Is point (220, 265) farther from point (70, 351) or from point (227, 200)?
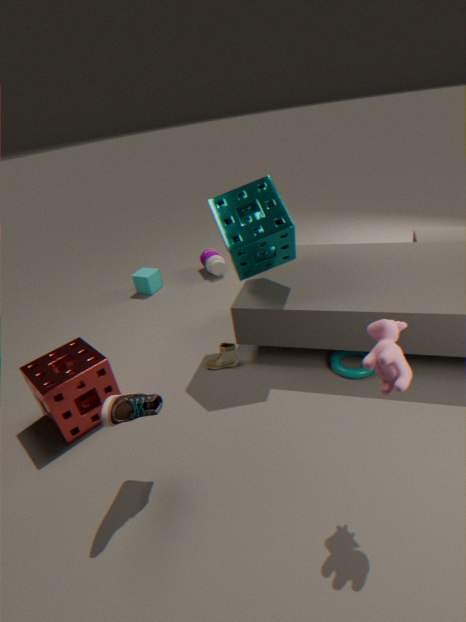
point (70, 351)
